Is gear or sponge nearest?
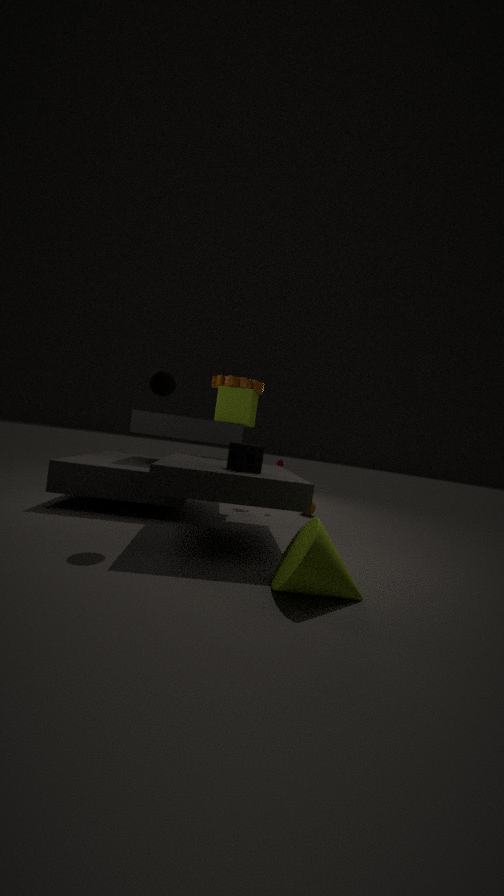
sponge
